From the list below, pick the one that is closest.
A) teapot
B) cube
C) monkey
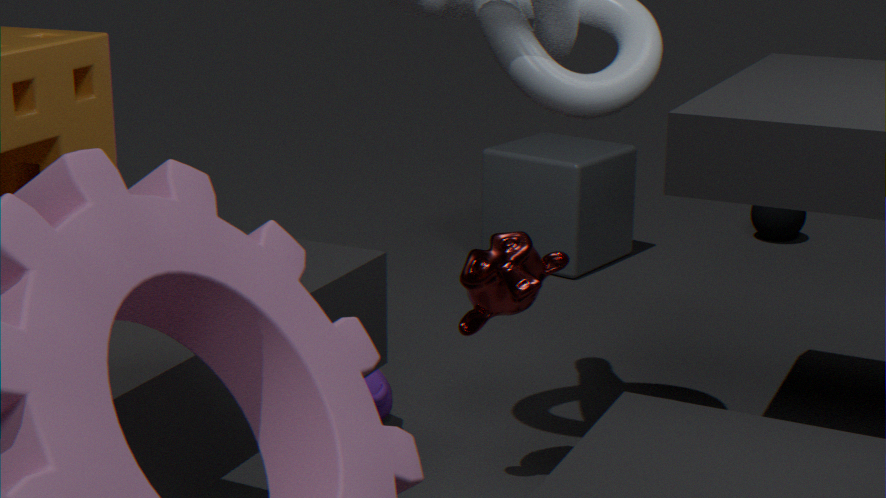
monkey
